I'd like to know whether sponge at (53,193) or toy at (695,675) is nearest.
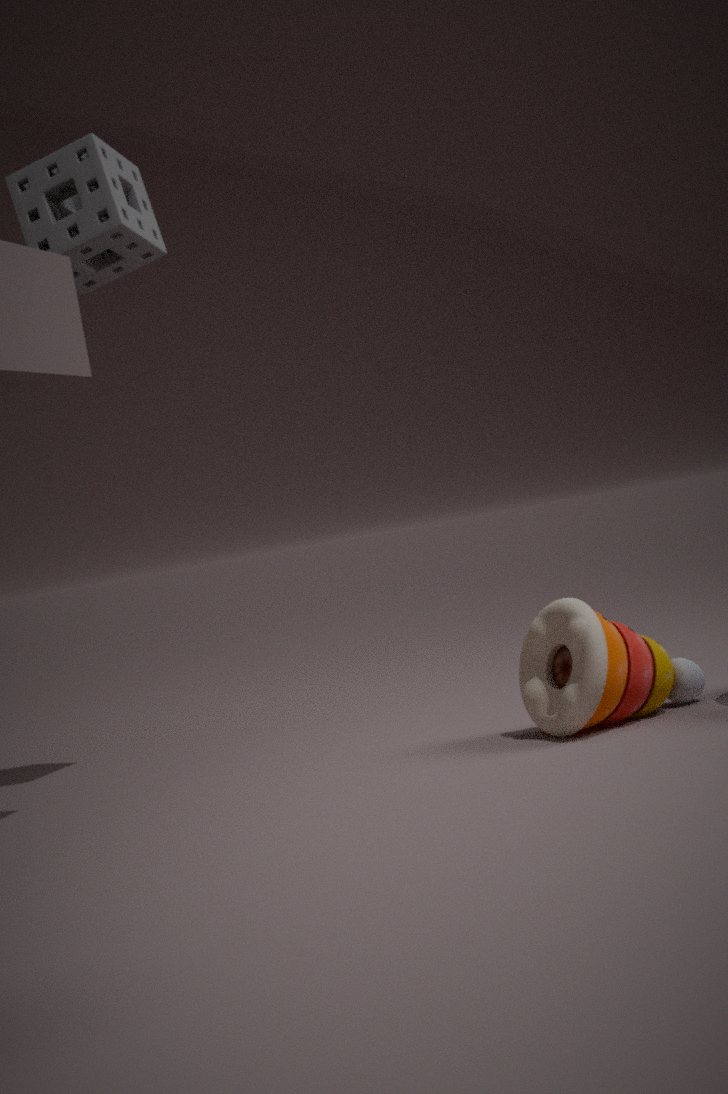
toy at (695,675)
